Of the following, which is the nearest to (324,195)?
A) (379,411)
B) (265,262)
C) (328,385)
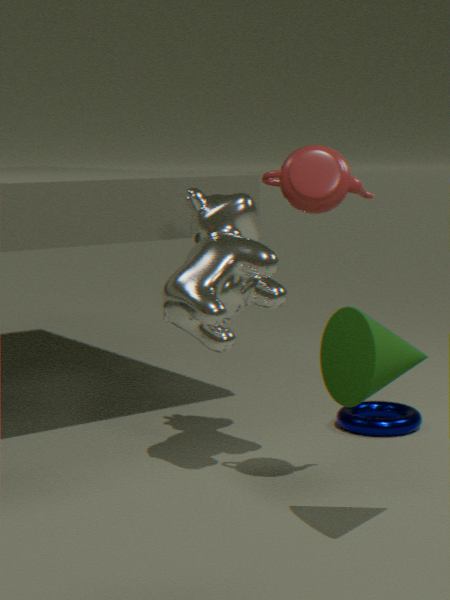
(328,385)
